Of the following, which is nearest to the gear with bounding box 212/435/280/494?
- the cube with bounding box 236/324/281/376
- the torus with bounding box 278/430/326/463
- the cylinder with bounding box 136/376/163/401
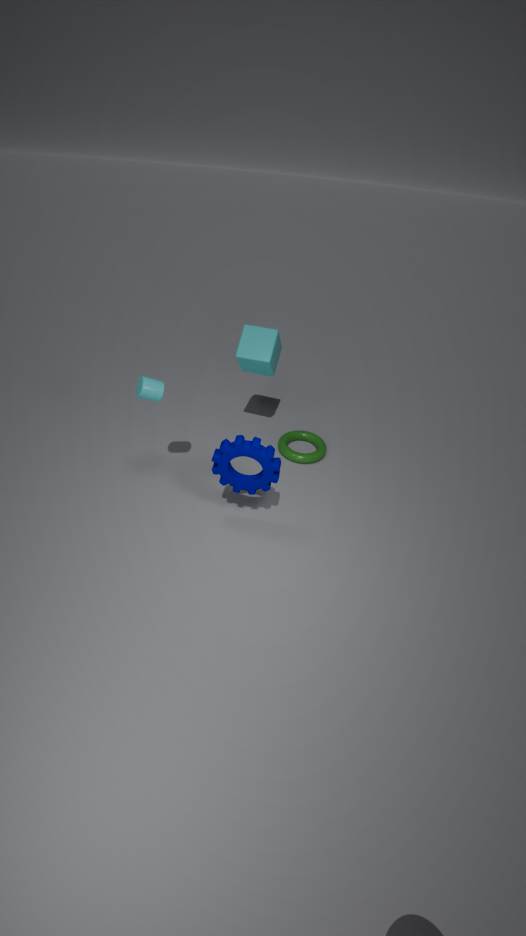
the cylinder with bounding box 136/376/163/401
